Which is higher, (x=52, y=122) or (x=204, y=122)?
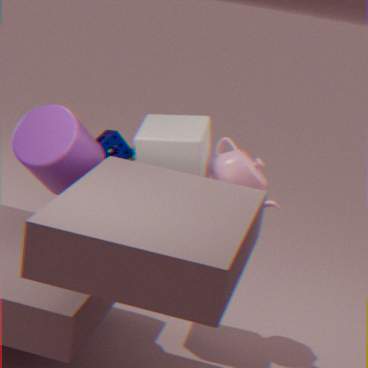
(x=52, y=122)
